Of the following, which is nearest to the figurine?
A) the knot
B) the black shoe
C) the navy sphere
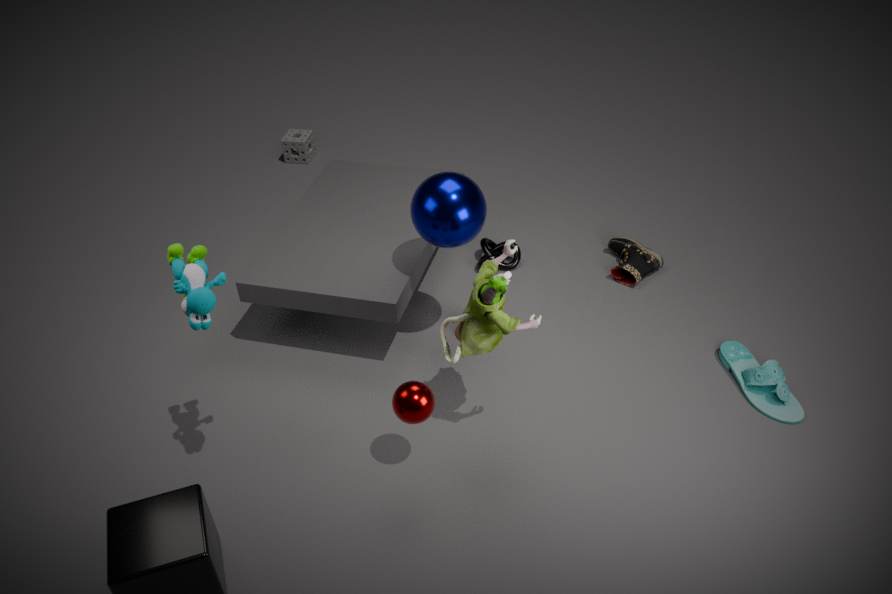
the navy sphere
